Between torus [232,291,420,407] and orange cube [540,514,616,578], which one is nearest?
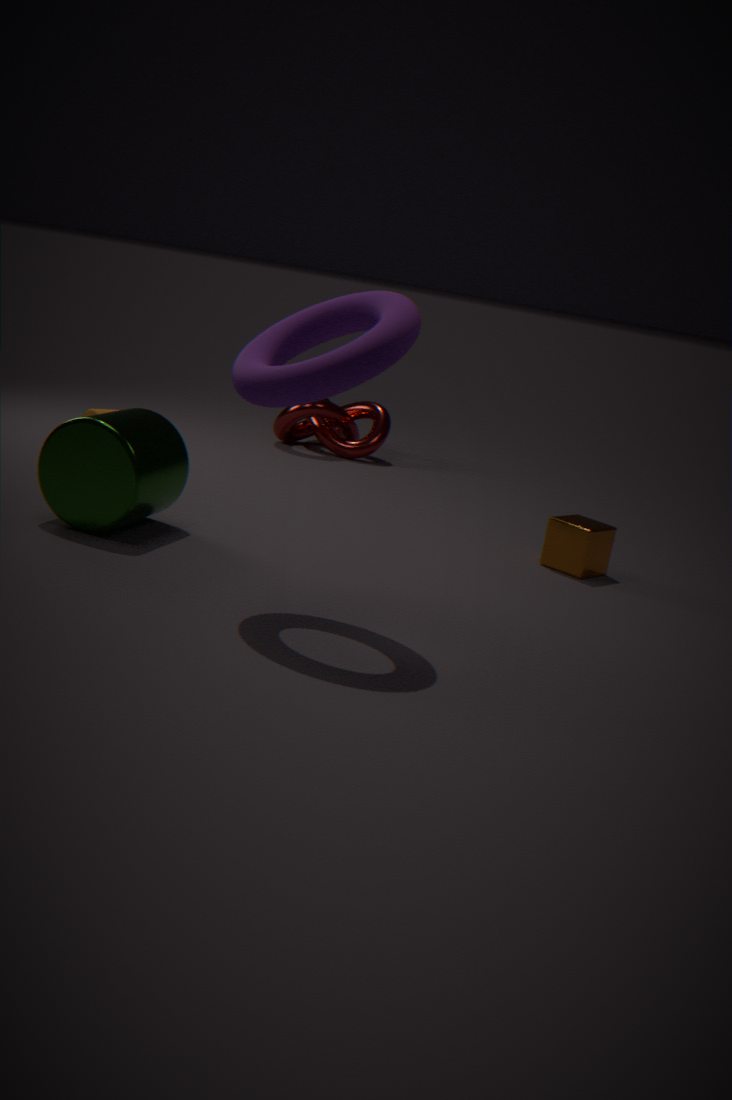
torus [232,291,420,407]
